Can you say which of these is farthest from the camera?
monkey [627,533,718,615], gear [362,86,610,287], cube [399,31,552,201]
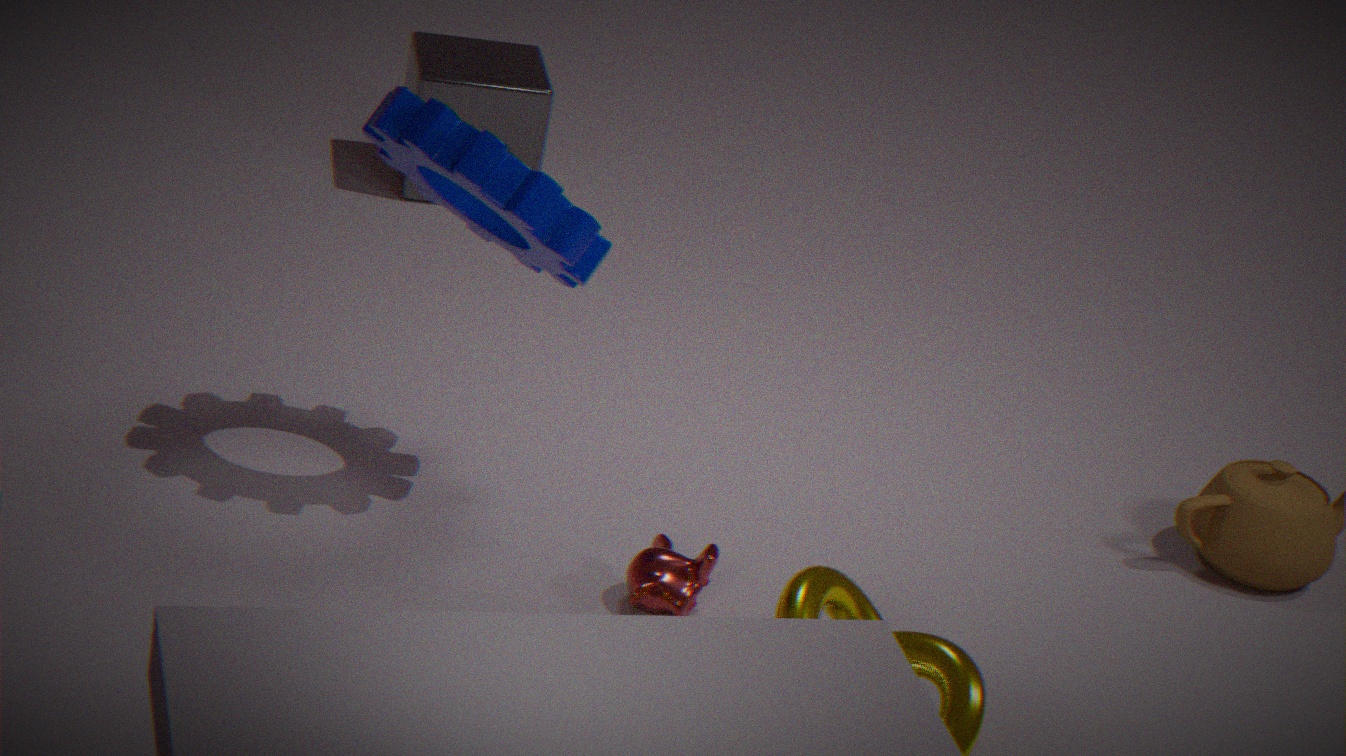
cube [399,31,552,201]
